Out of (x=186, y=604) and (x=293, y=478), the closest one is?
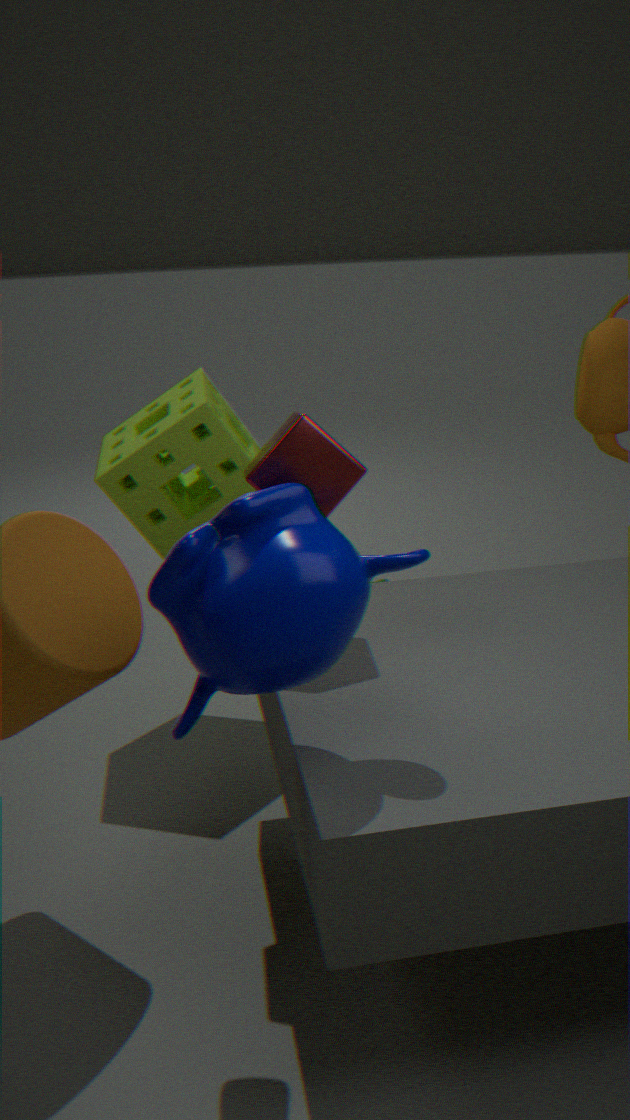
(x=186, y=604)
